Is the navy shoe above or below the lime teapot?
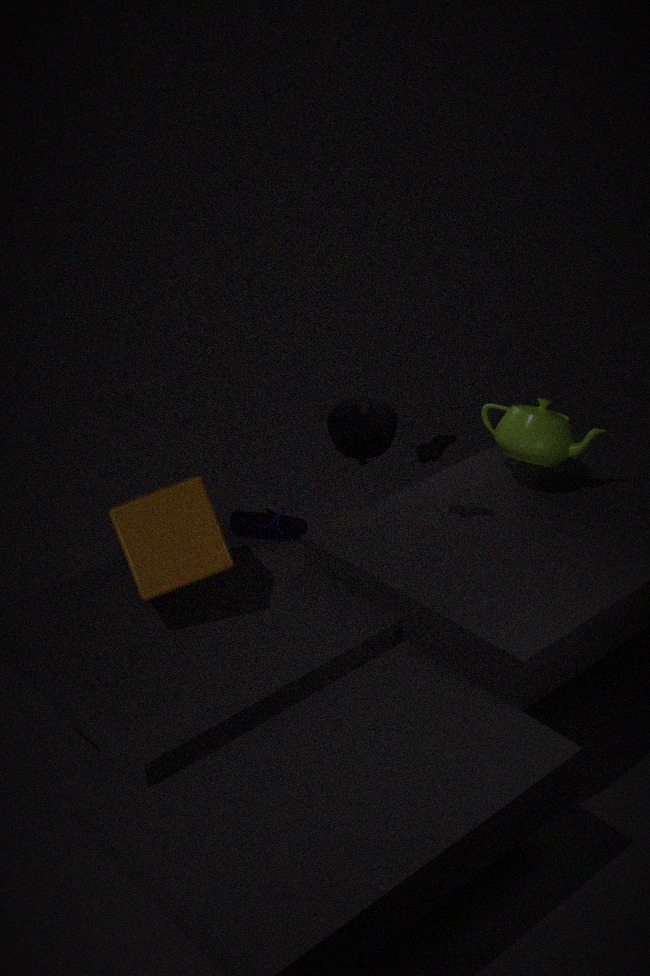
below
